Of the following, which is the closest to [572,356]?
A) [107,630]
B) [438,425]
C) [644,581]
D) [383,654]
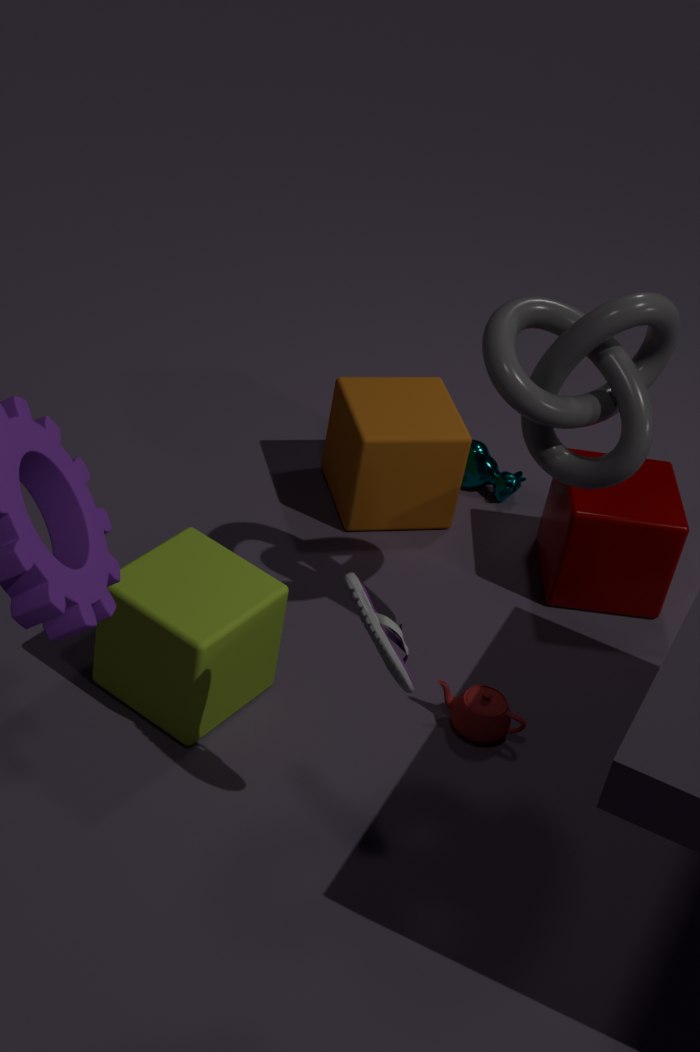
[383,654]
